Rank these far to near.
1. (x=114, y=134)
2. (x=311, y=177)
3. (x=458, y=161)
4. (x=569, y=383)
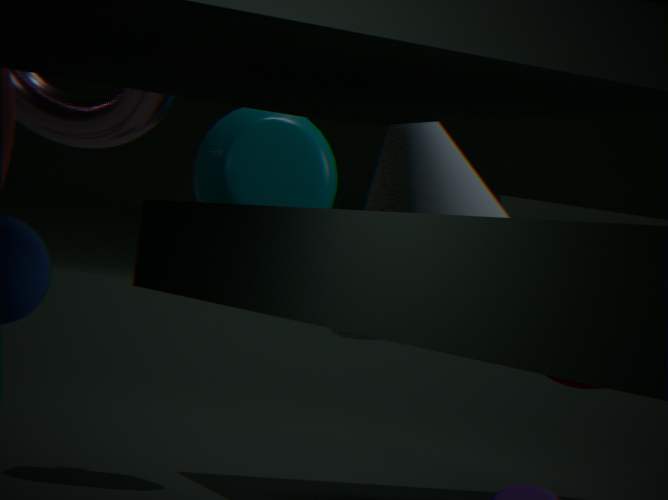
1. (x=311, y=177)
2. (x=114, y=134)
3. (x=569, y=383)
4. (x=458, y=161)
